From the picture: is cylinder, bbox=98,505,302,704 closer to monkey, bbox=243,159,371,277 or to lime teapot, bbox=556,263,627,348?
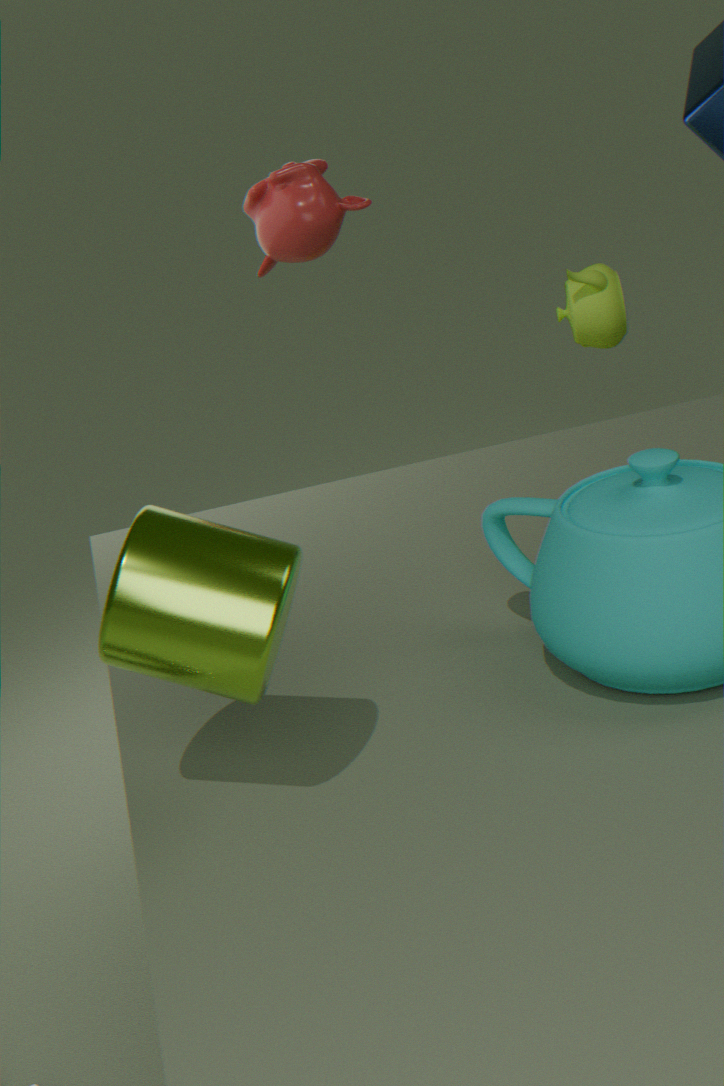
monkey, bbox=243,159,371,277
